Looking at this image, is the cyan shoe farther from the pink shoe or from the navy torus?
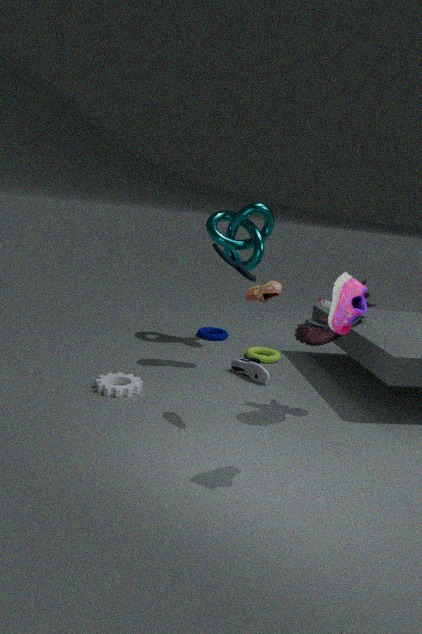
the pink shoe
